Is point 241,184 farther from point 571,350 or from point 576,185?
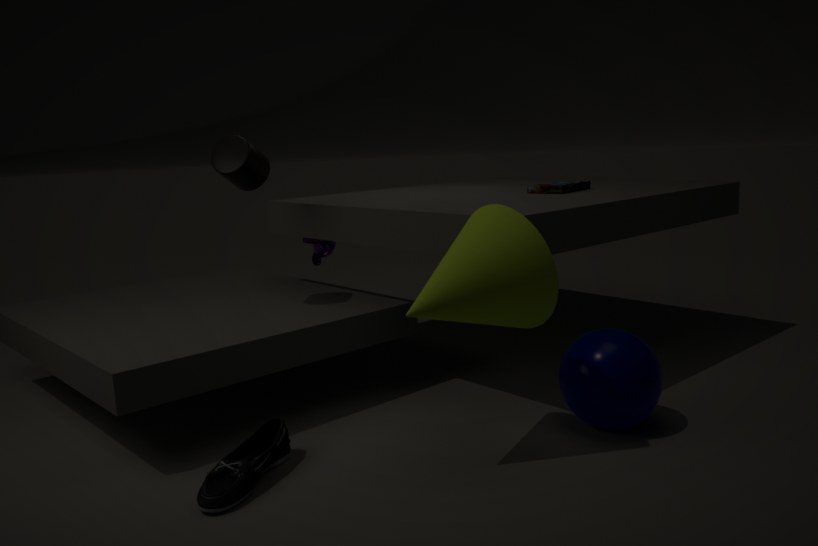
Answer: point 571,350
